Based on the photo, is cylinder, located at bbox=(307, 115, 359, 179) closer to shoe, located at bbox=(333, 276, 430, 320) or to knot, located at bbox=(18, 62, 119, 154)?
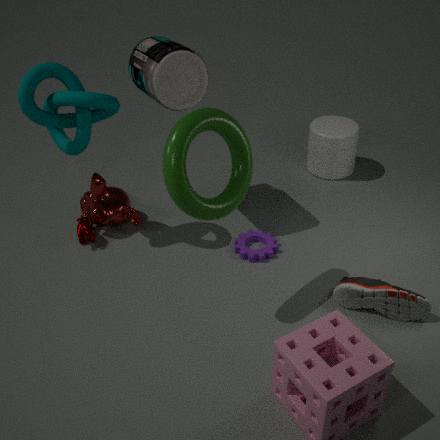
shoe, located at bbox=(333, 276, 430, 320)
